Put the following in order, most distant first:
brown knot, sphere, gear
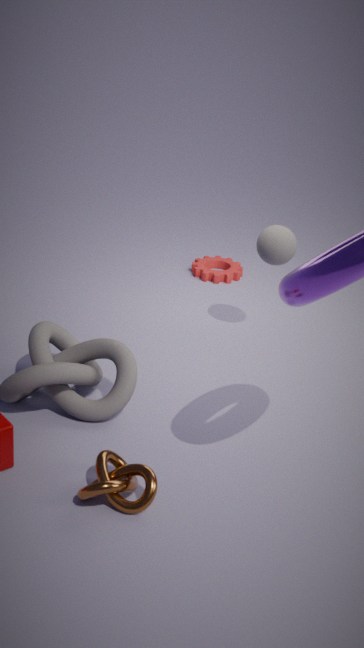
gear
sphere
brown knot
